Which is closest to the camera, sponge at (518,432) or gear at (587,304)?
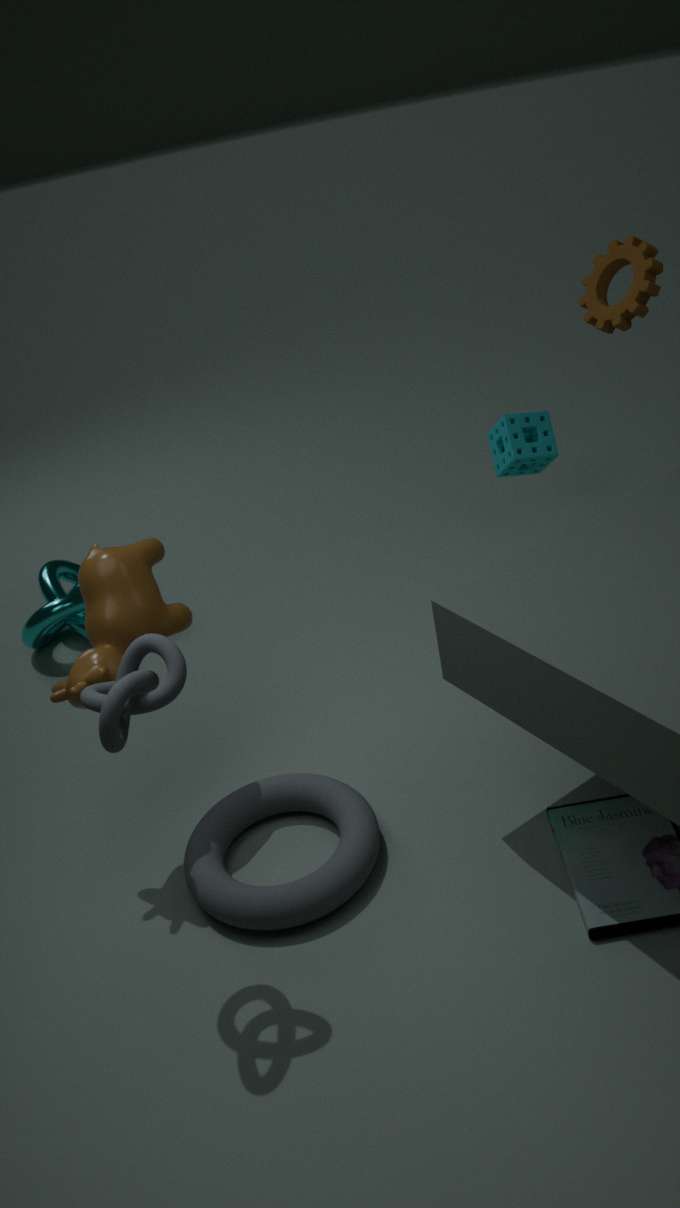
gear at (587,304)
